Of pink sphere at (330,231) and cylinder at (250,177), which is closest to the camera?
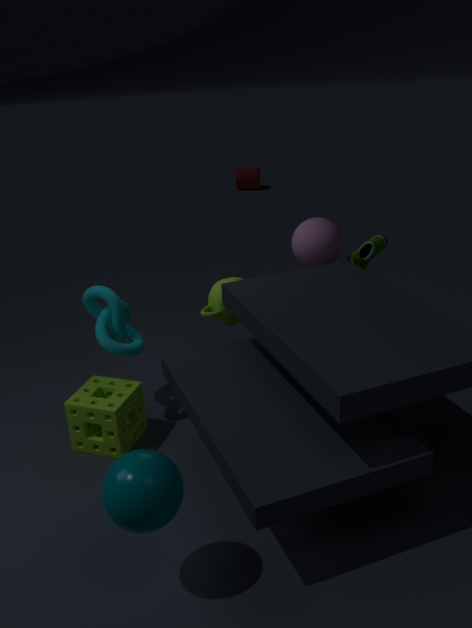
pink sphere at (330,231)
